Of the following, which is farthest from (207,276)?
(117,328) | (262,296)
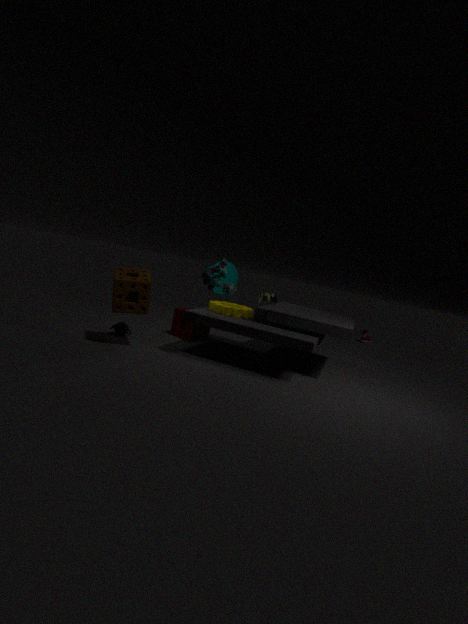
(117,328)
